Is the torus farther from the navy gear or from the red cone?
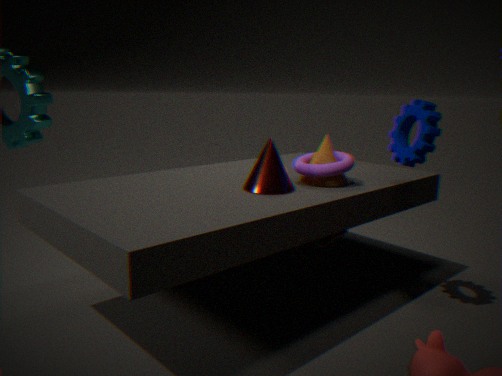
the navy gear
